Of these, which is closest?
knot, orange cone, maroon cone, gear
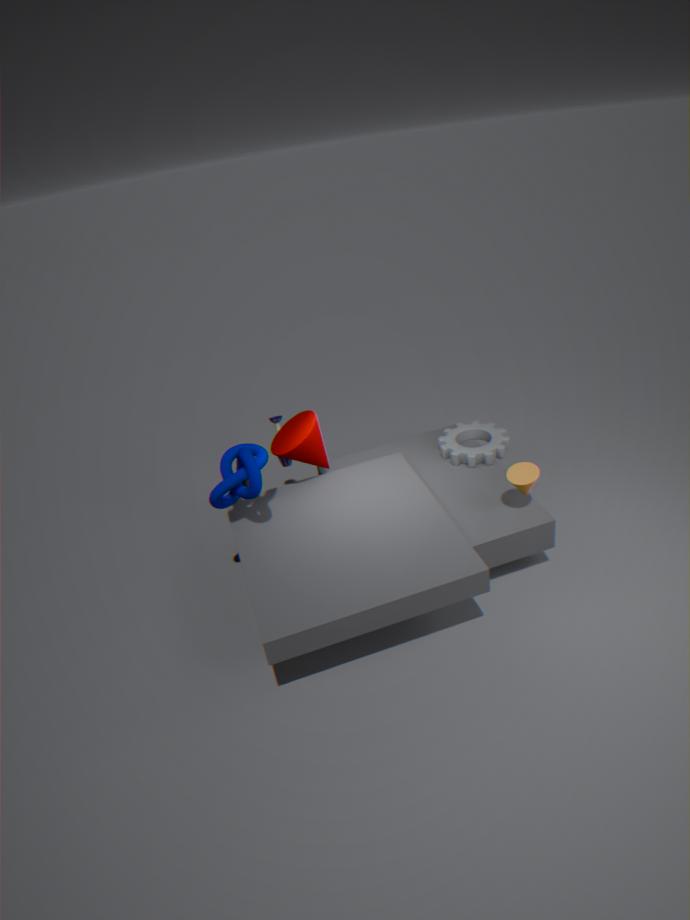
knot
